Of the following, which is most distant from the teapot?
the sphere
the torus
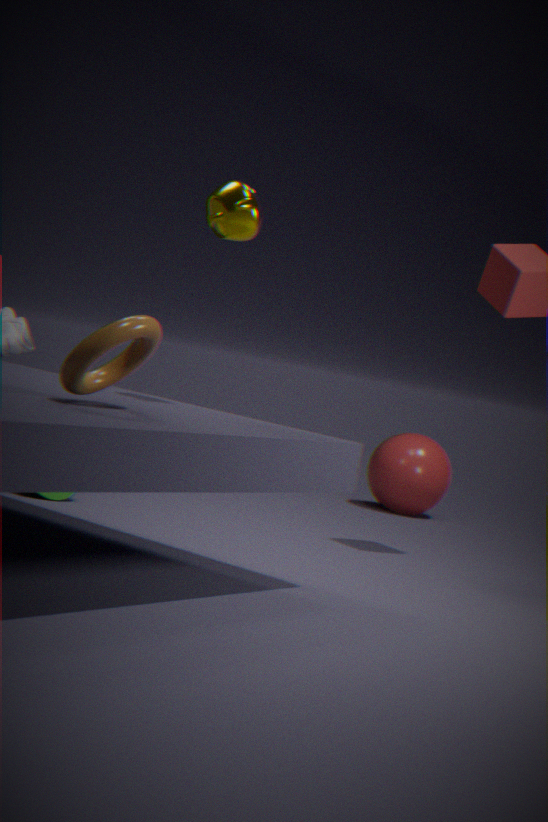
the sphere
